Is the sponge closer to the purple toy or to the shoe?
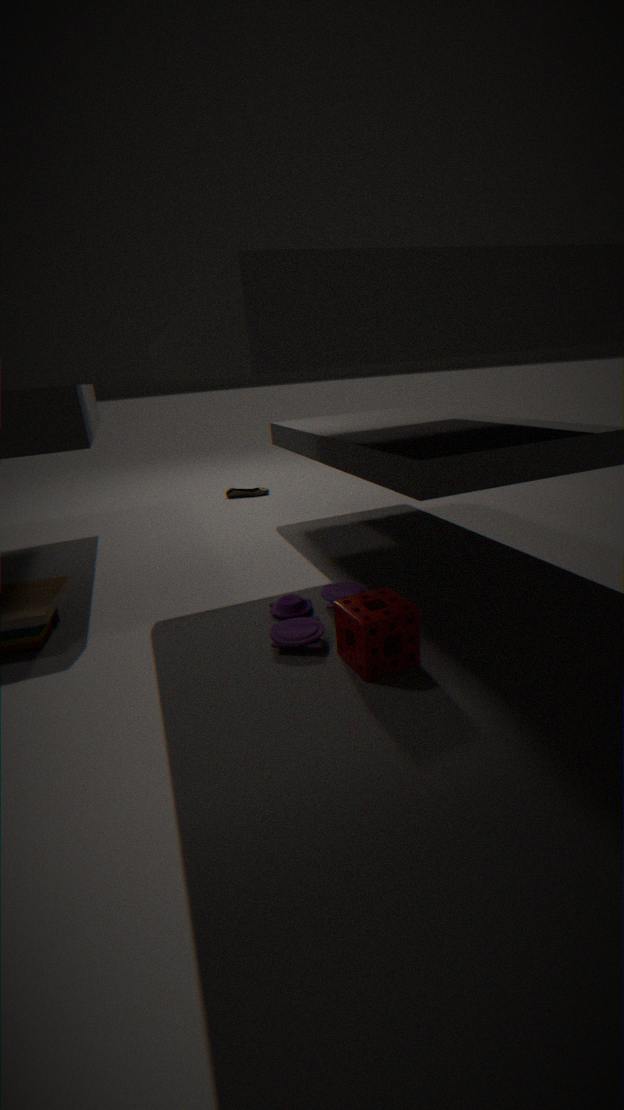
the purple toy
